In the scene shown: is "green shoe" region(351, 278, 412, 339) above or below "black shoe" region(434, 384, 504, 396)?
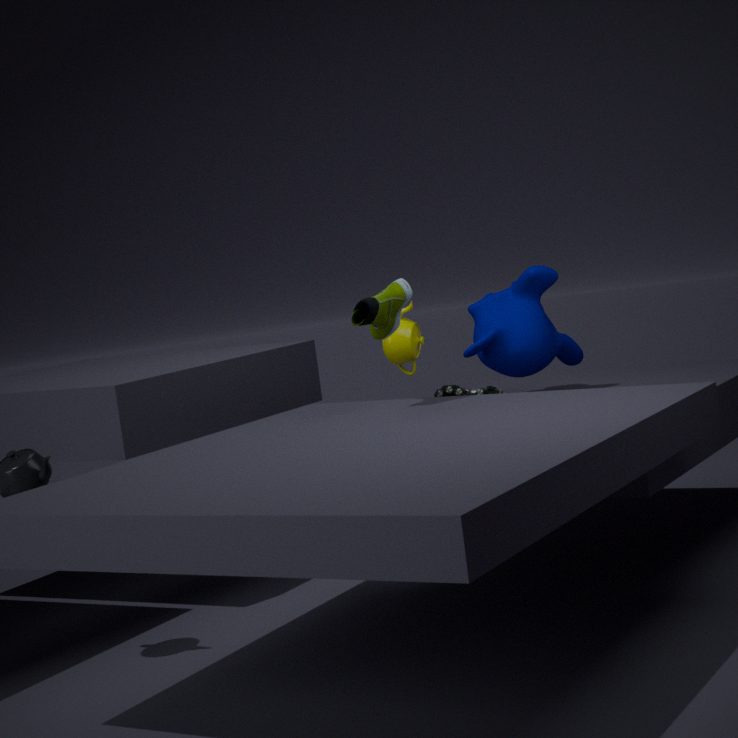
above
